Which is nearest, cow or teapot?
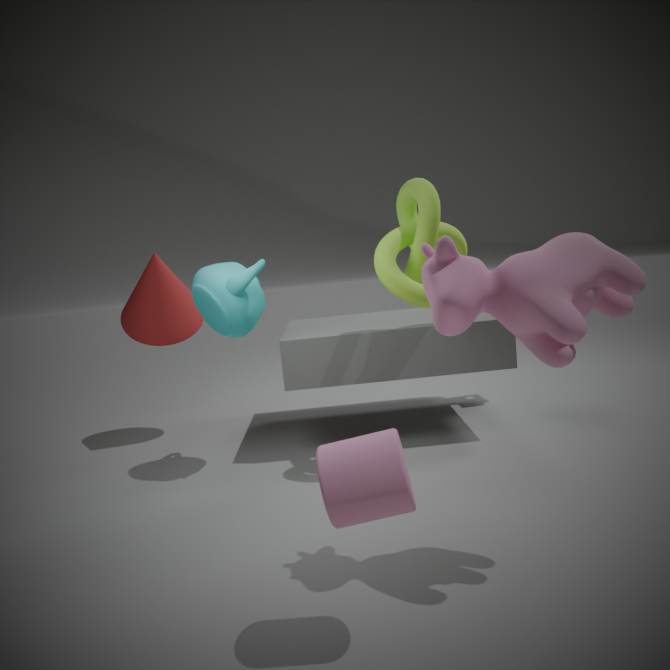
cow
